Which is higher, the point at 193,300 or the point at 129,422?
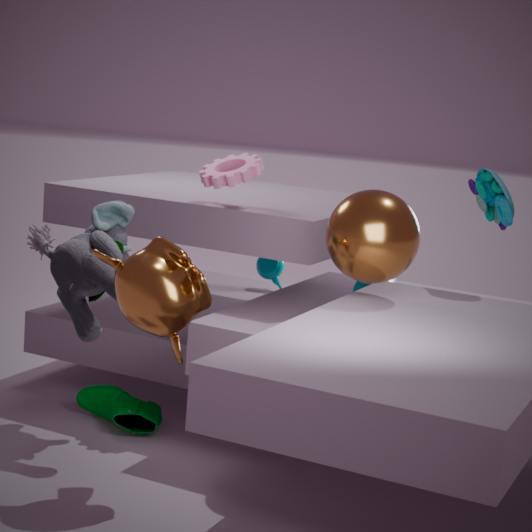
the point at 193,300
